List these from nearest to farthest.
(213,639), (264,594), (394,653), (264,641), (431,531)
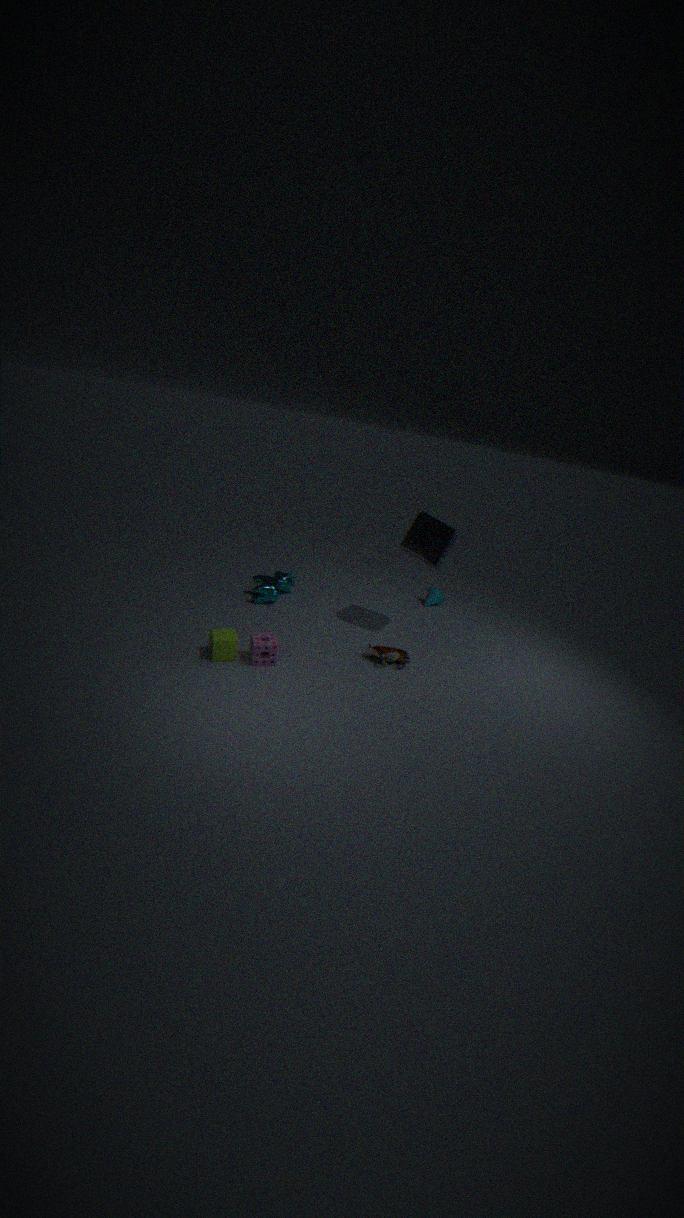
1. (213,639)
2. (264,641)
3. (394,653)
4. (431,531)
5. (264,594)
